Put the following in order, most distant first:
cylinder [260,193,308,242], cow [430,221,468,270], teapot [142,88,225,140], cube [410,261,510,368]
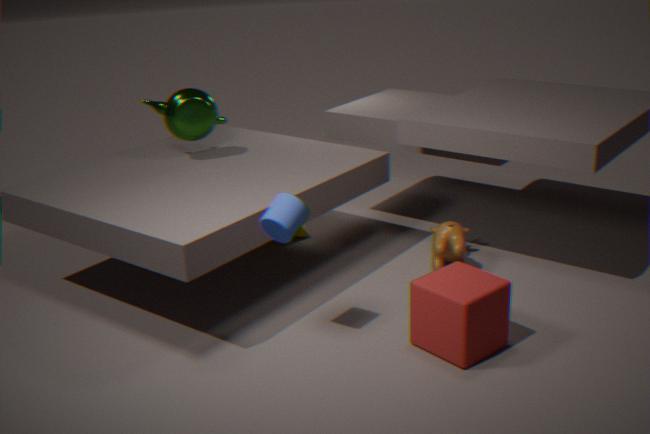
1. teapot [142,88,225,140]
2. cow [430,221,468,270]
3. cylinder [260,193,308,242]
4. cube [410,261,510,368]
